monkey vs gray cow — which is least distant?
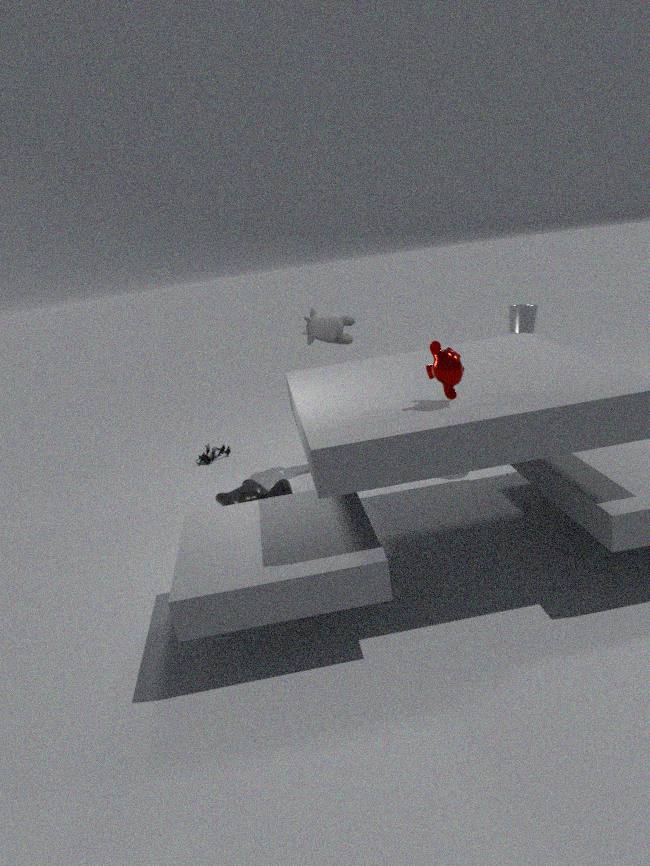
monkey
